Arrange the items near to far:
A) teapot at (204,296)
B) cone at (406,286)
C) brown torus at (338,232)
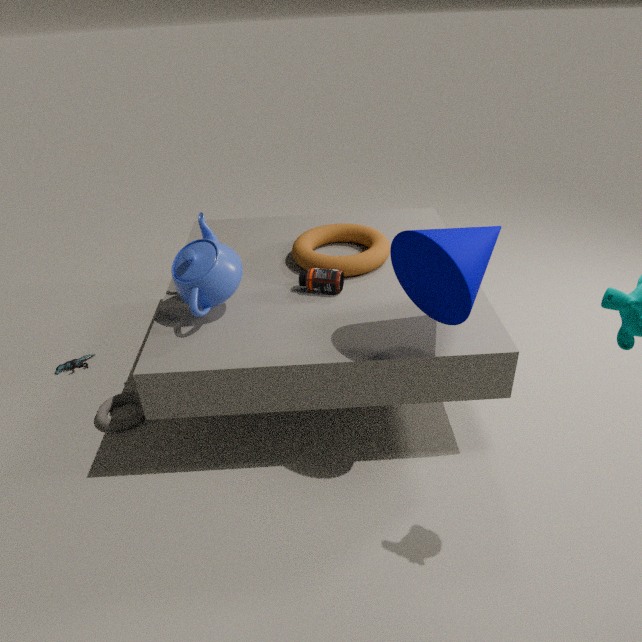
cone at (406,286) → teapot at (204,296) → brown torus at (338,232)
